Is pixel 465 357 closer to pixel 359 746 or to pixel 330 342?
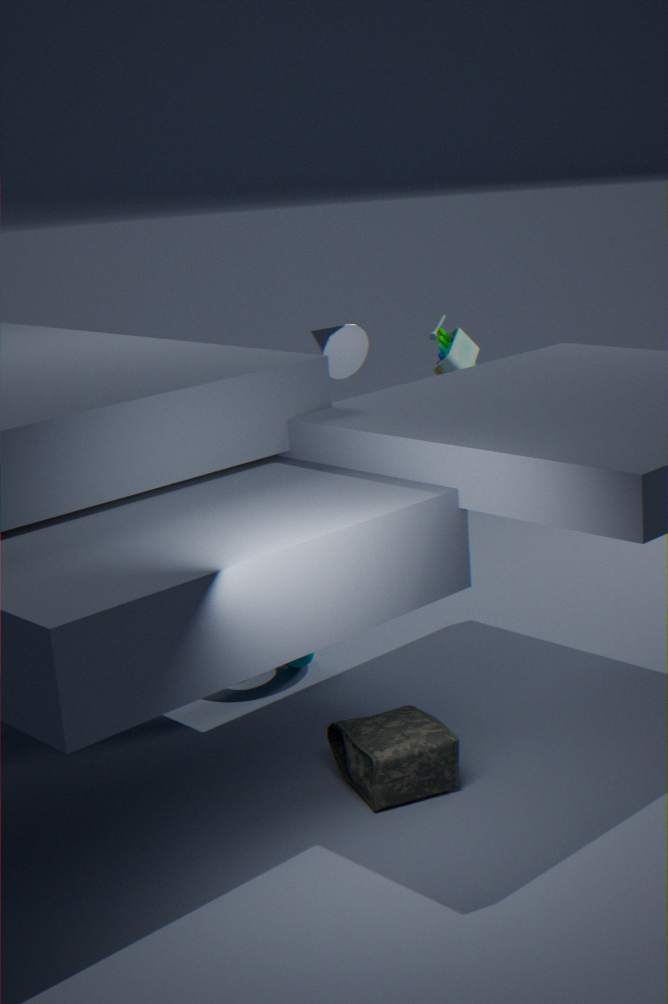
pixel 330 342
